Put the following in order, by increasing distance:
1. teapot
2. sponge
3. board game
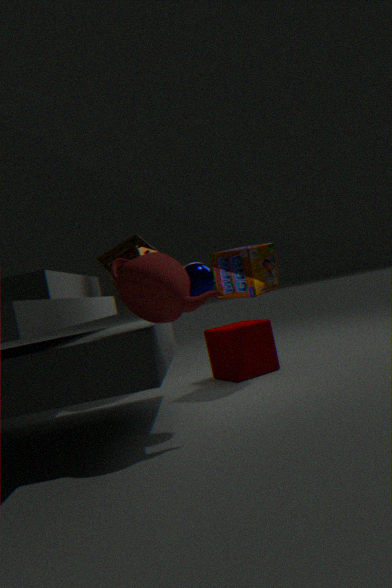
teapot, board game, sponge
